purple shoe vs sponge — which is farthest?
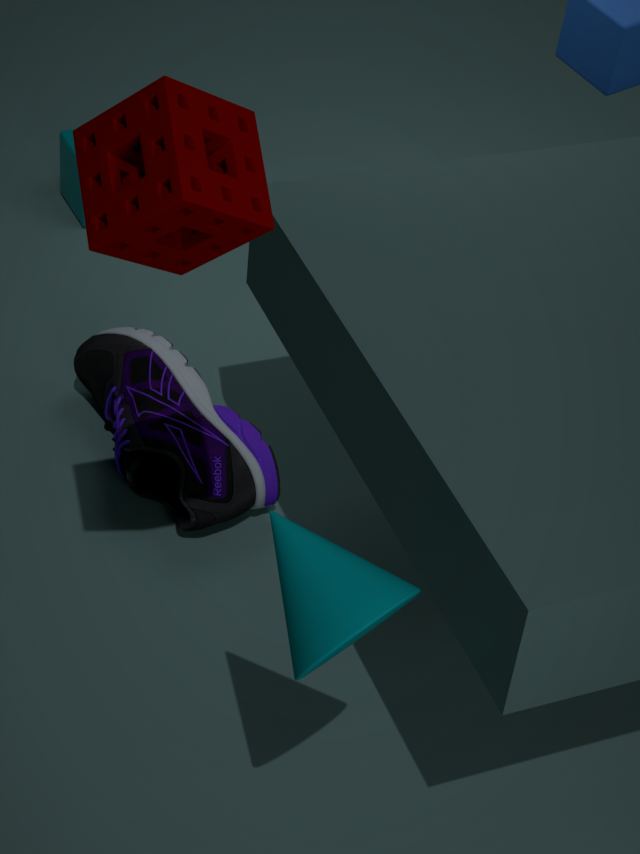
purple shoe
